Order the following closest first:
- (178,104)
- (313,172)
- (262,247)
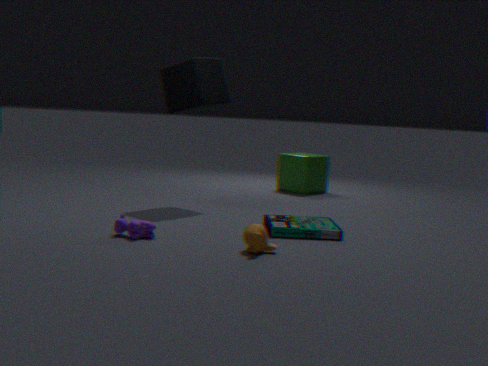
(262,247), (178,104), (313,172)
